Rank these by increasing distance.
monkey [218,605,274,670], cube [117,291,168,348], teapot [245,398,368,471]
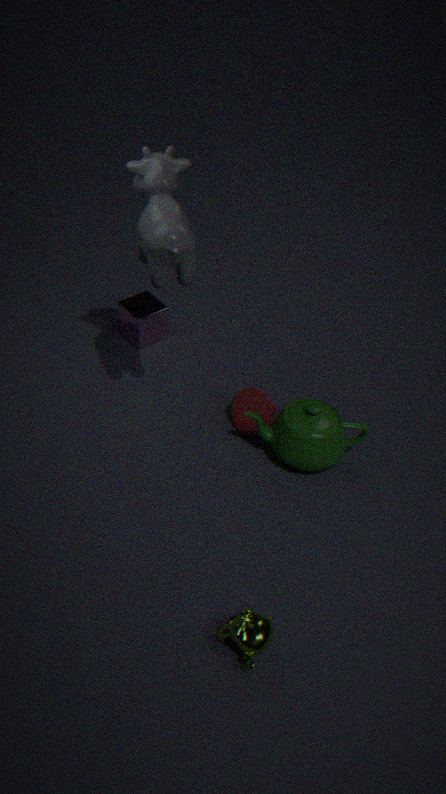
monkey [218,605,274,670]
teapot [245,398,368,471]
cube [117,291,168,348]
